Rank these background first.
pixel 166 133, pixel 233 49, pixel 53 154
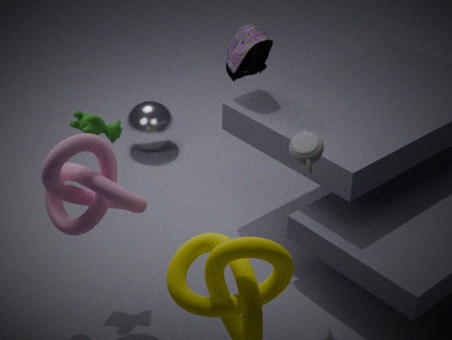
pixel 166 133 → pixel 233 49 → pixel 53 154
